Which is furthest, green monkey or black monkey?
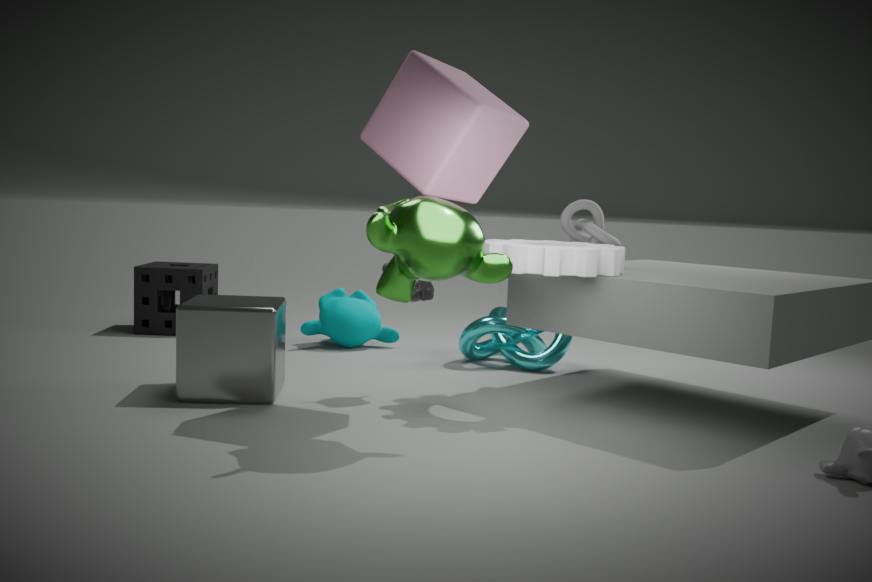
black monkey
